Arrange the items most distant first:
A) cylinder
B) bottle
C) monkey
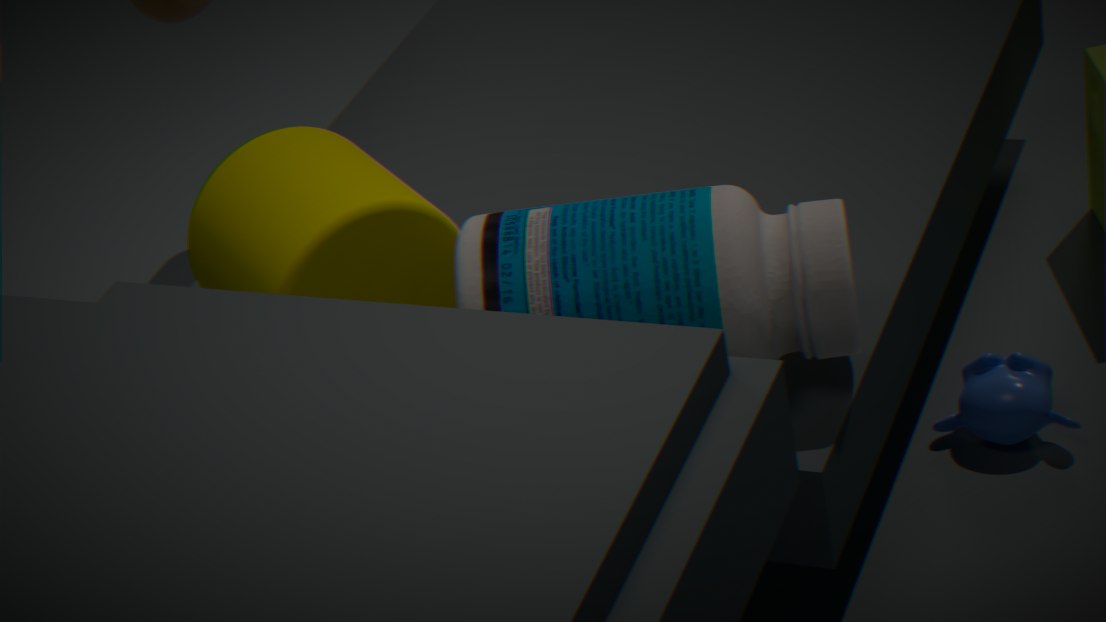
monkey < cylinder < bottle
